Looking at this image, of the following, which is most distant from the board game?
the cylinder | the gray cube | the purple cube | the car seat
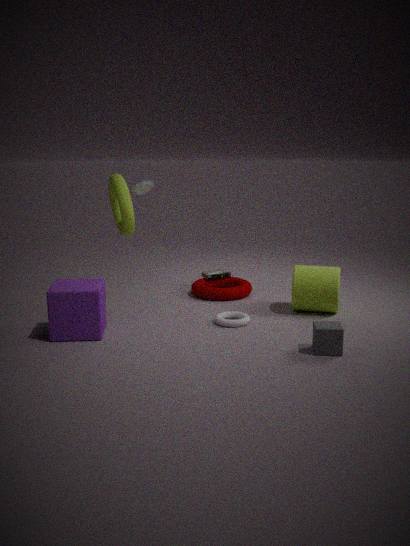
the gray cube
